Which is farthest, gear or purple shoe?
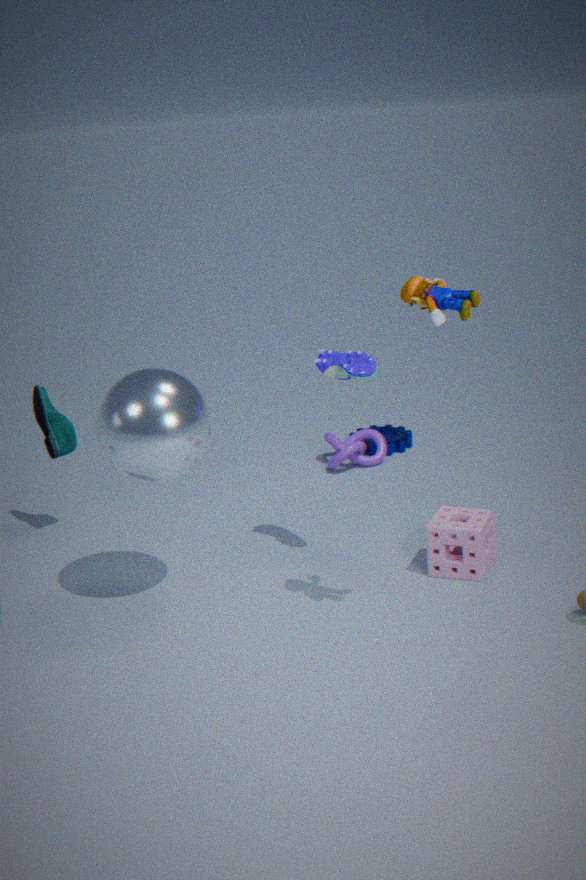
gear
